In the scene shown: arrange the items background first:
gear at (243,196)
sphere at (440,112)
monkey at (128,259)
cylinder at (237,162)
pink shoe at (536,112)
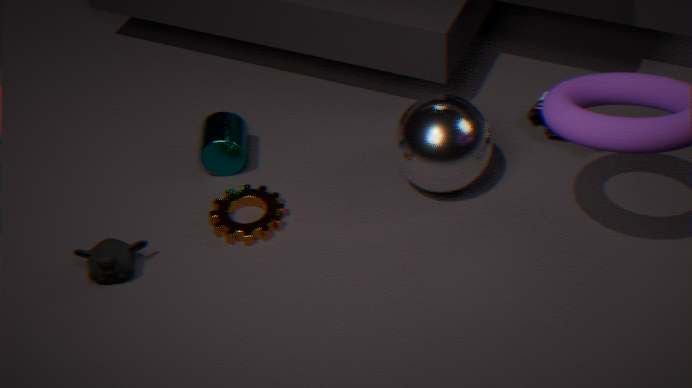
pink shoe at (536,112) < cylinder at (237,162) < gear at (243,196) < sphere at (440,112) < monkey at (128,259)
